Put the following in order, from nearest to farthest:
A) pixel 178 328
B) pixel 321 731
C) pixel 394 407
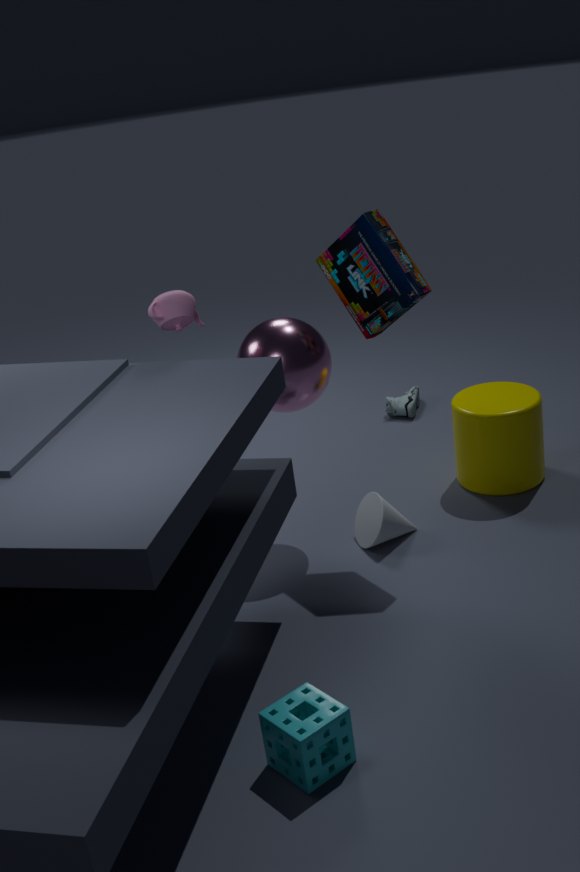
1. pixel 321 731
2. pixel 178 328
3. pixel 394 407
